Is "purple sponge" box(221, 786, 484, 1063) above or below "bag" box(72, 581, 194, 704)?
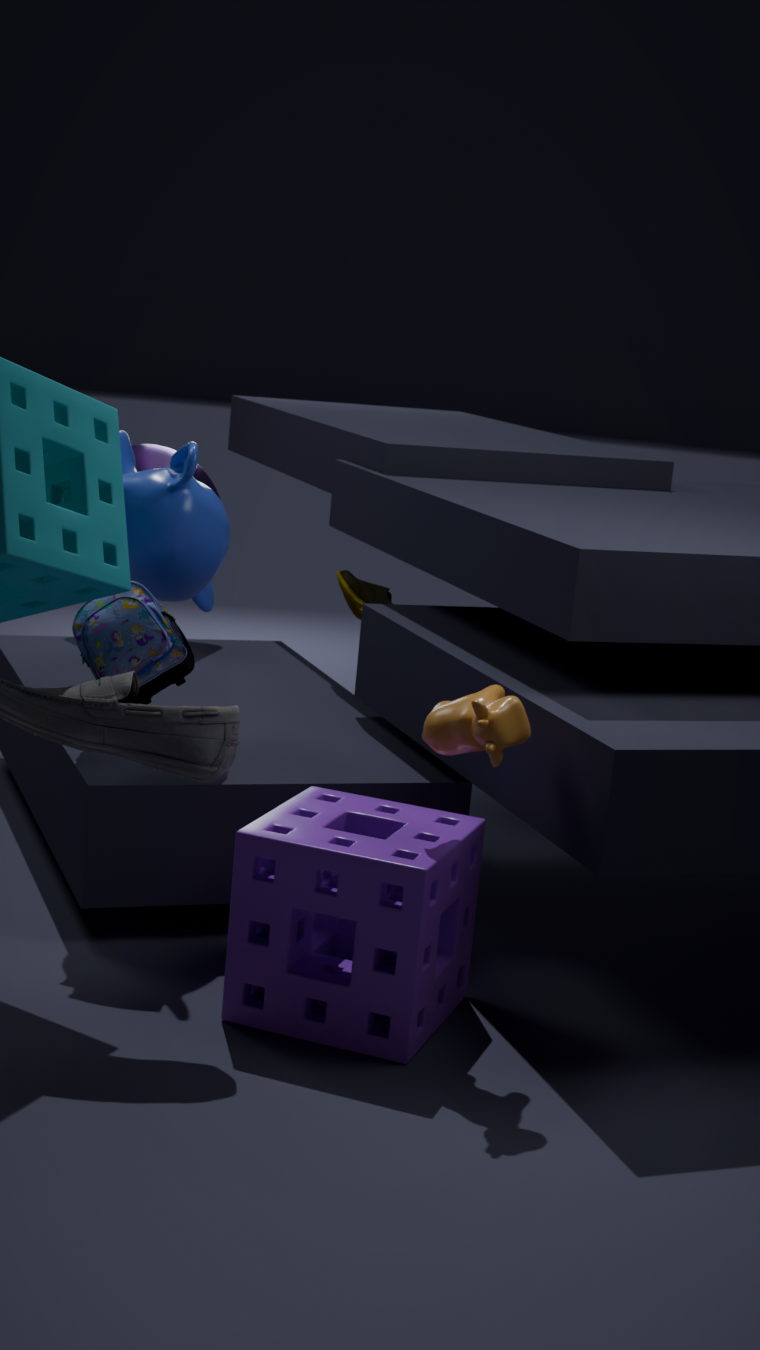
below
